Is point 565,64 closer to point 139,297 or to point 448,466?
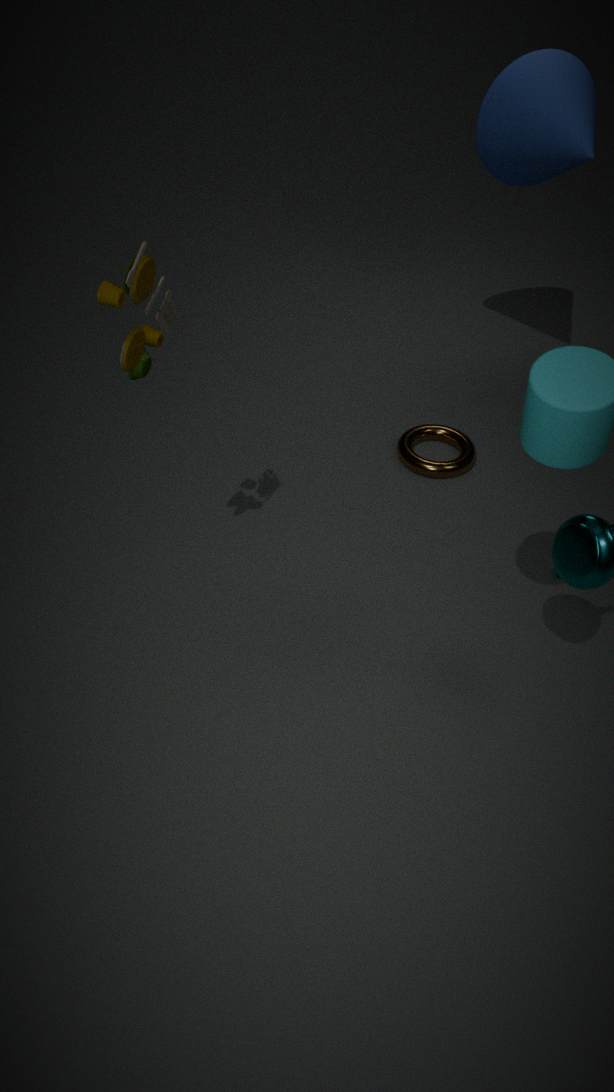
point 448,466
